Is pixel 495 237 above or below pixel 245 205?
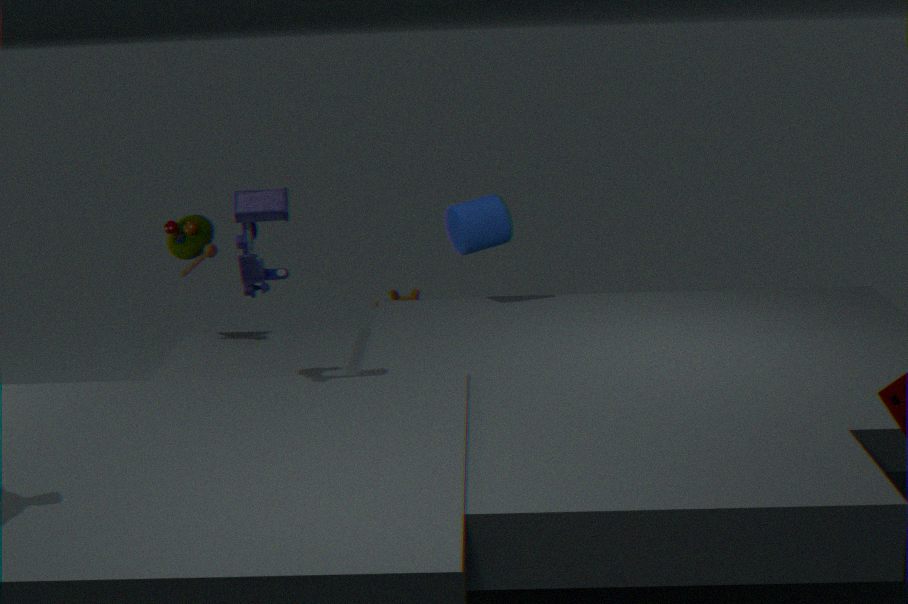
below
